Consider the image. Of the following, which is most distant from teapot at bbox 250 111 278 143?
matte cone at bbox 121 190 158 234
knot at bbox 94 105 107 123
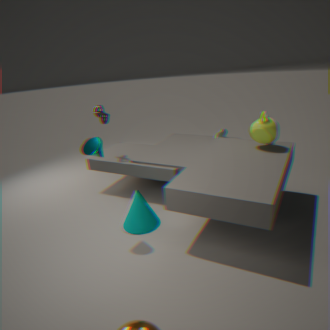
knot at bbox 94 105 107 123
